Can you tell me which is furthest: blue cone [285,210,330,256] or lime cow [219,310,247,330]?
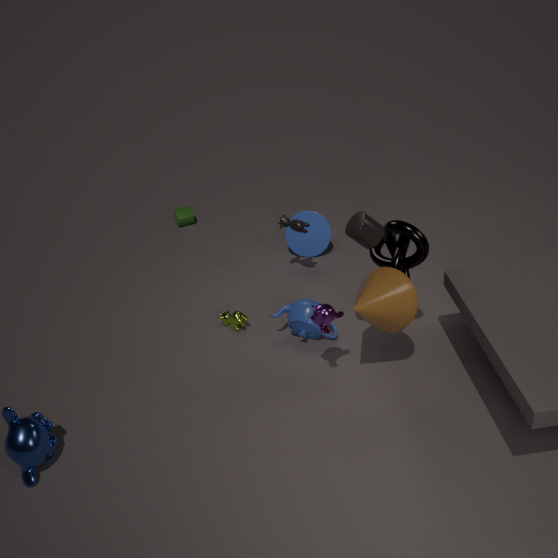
blue cone [285,210,330,256]
